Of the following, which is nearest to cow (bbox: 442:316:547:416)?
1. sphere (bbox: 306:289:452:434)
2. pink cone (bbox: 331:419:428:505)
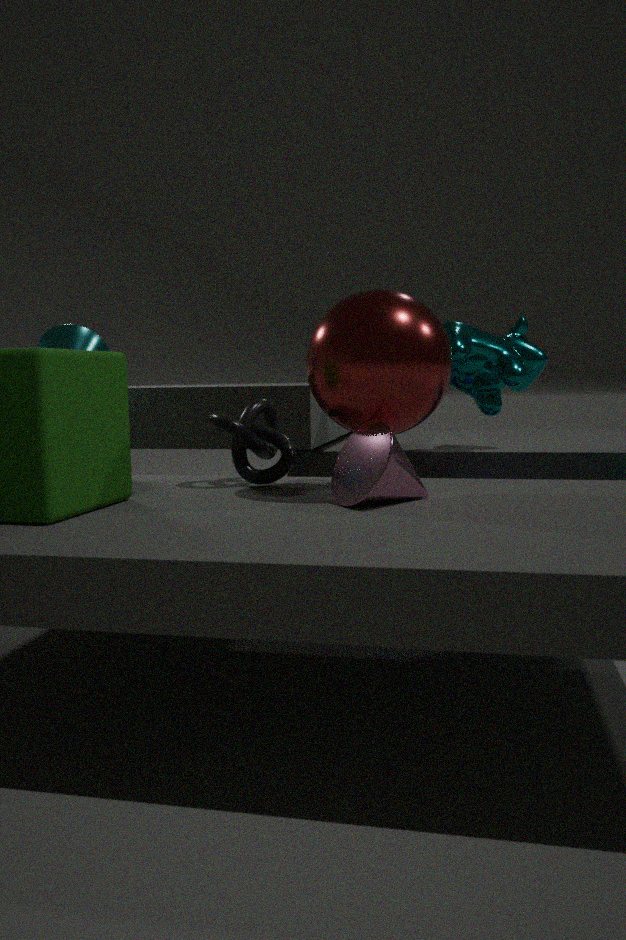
sphere (bbox: 306:289:452:434)
